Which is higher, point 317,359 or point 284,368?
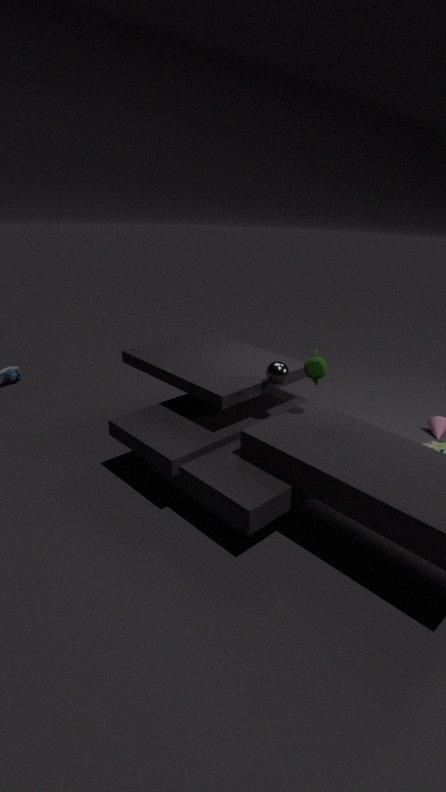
point 317,359
